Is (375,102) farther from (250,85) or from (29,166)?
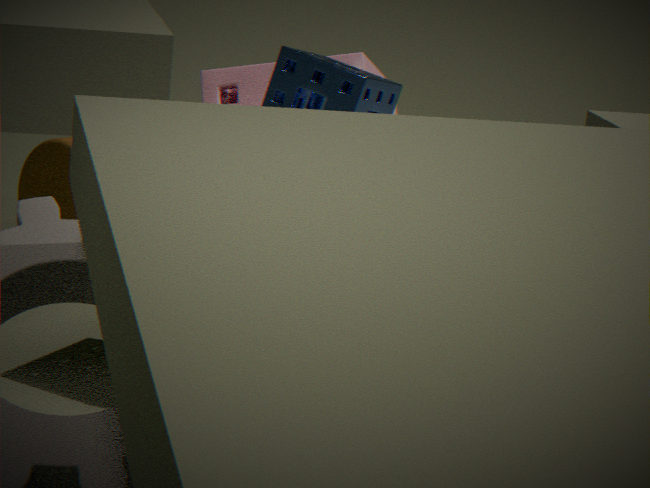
(29,166)
